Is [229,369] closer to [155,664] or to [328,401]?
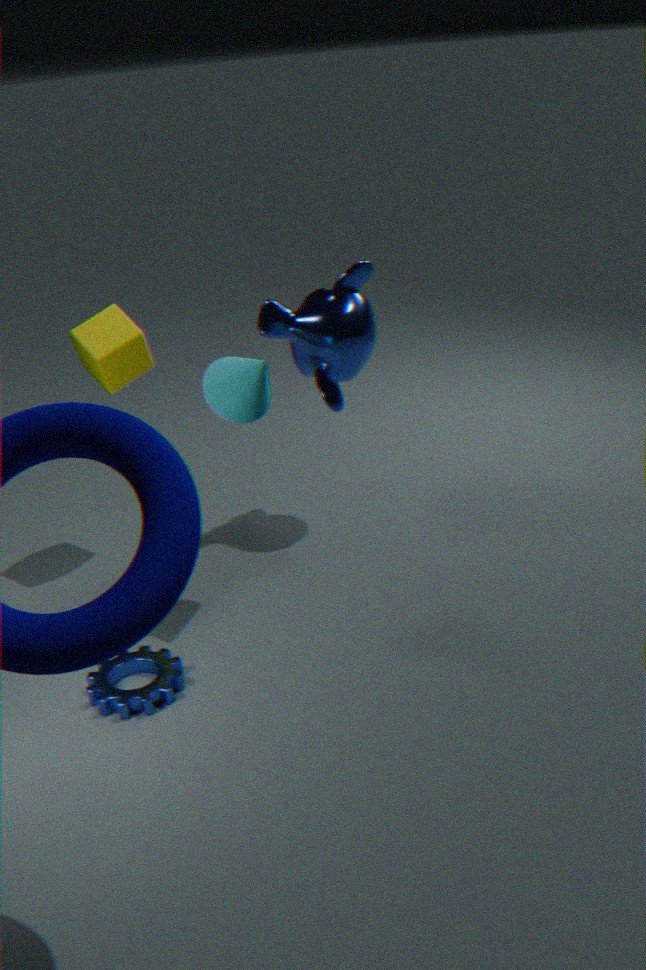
[328,401]
